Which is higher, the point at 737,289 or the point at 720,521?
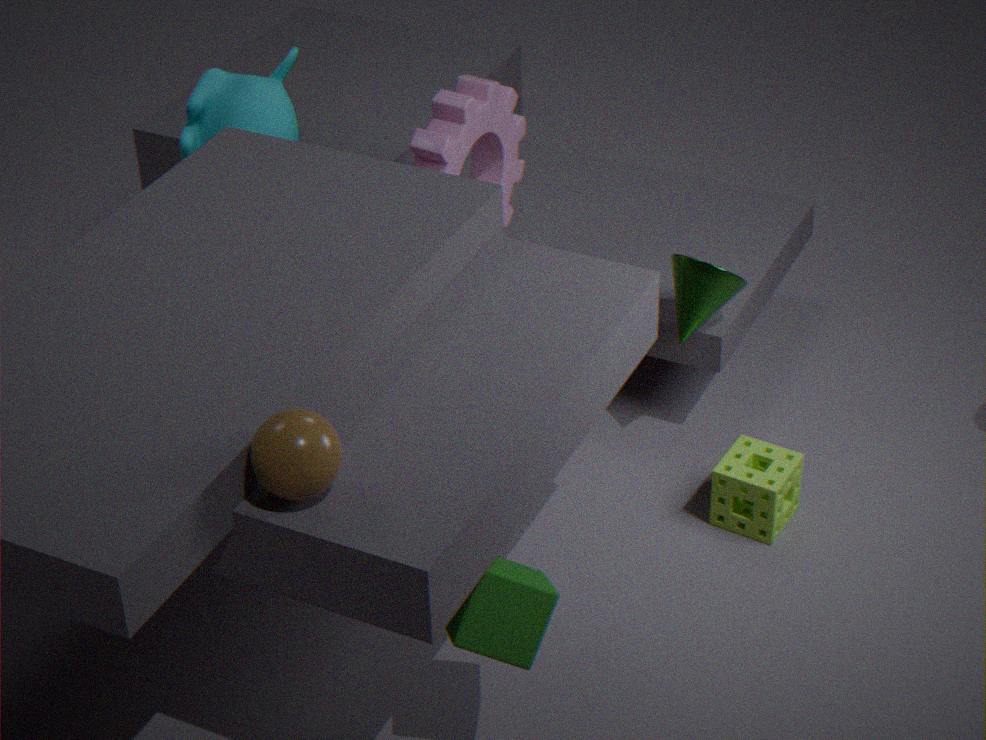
the point at 737,289
